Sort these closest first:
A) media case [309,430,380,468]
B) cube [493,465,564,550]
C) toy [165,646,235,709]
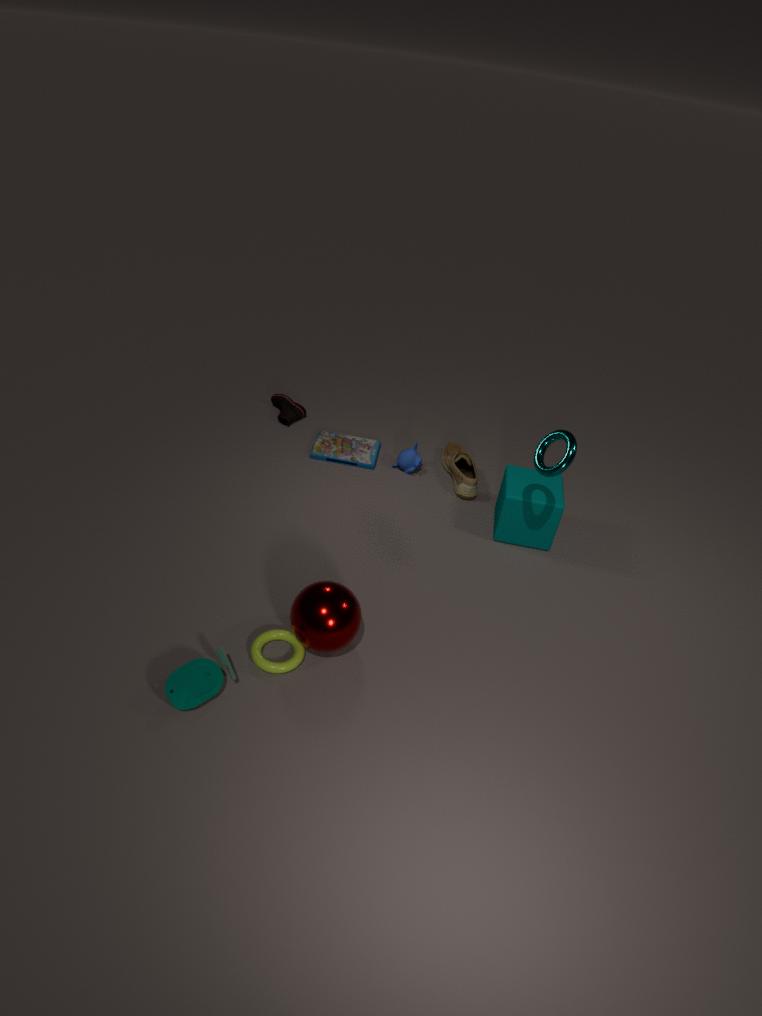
1. toy [165,646,235,709]
2. cube [493,465,564,550]
3. media case [309,430,380,468]
